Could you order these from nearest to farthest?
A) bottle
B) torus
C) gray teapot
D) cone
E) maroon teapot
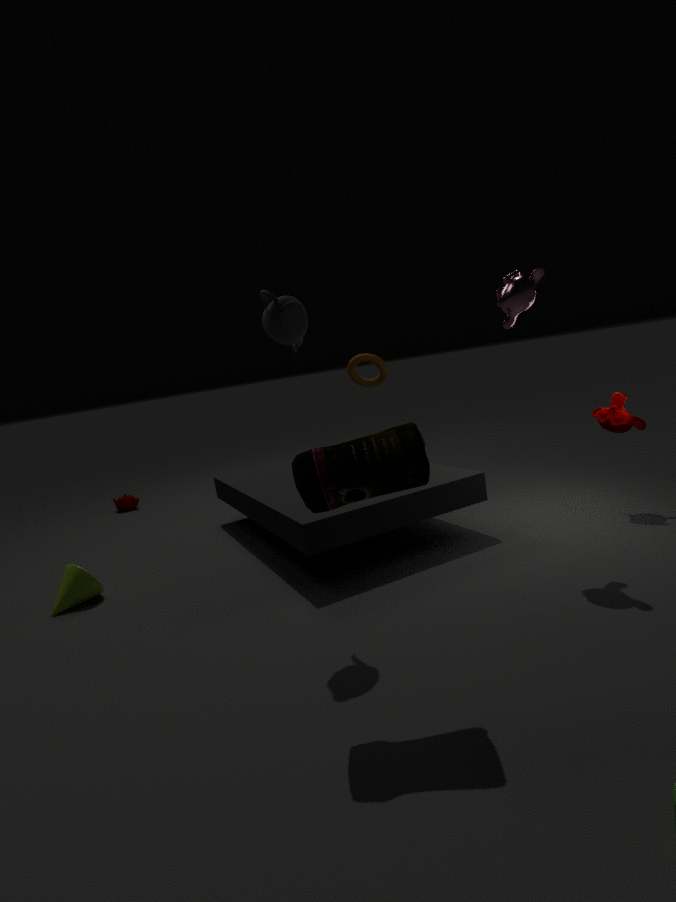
bottle
gray teapot
cone
torus
maroon teapot
